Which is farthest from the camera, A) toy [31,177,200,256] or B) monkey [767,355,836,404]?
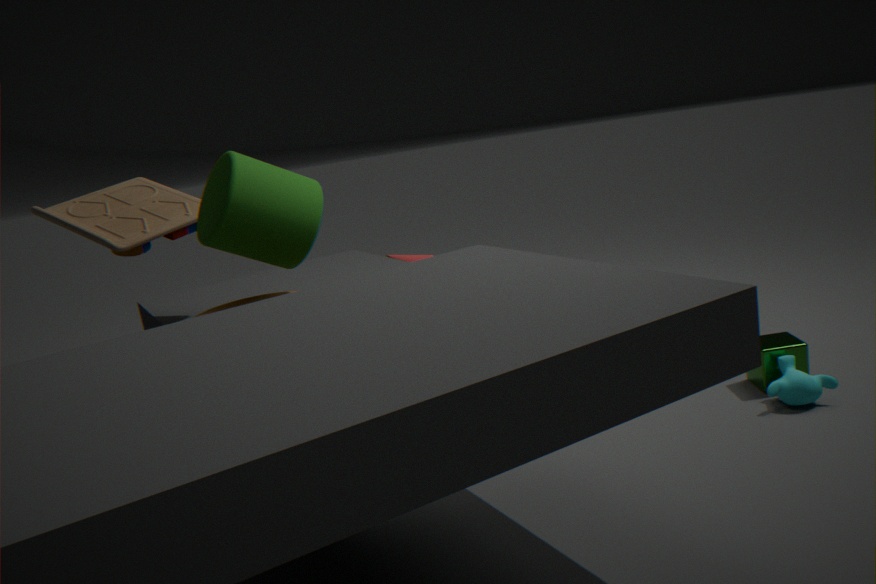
A. toy [31,177,200,256]
